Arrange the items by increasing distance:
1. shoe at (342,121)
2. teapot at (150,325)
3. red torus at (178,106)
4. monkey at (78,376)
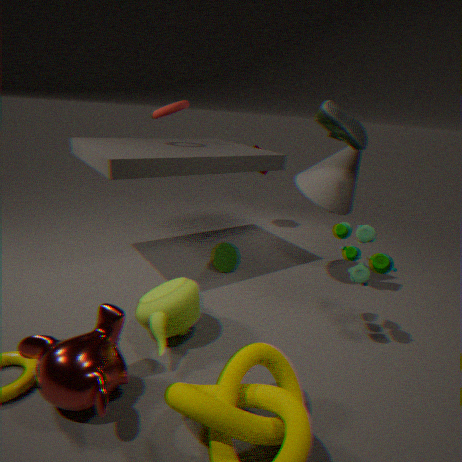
1. monkey at (78,376)
2. teapot at (150,325)
3. shoe at (342,121)
4. red torus at (178,106)
